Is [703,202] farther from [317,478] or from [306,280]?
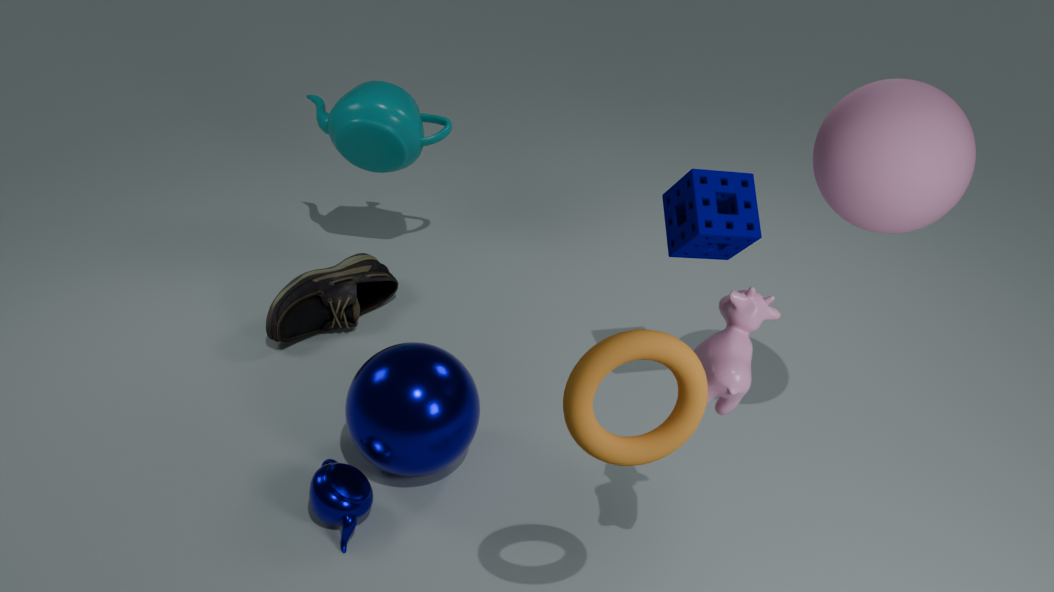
[306,280]
